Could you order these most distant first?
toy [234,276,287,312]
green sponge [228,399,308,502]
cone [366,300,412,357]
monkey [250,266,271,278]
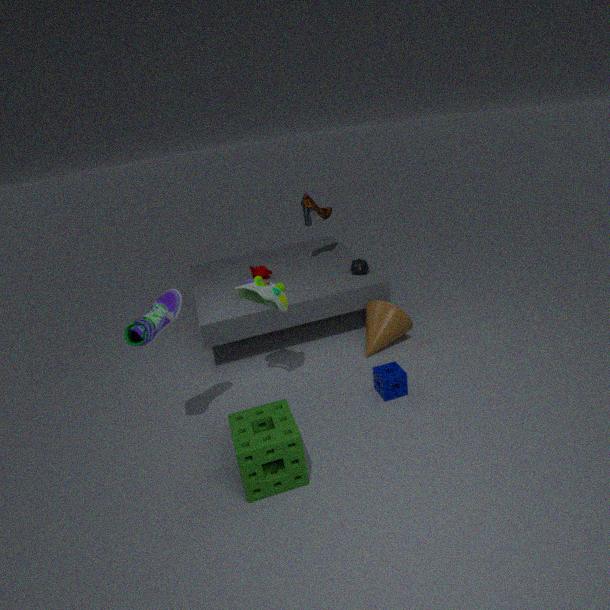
monkey [250,266,271,278], cone [366,300,412,357], toy [234,276,287,312], green sponge [228,399,308,502]
